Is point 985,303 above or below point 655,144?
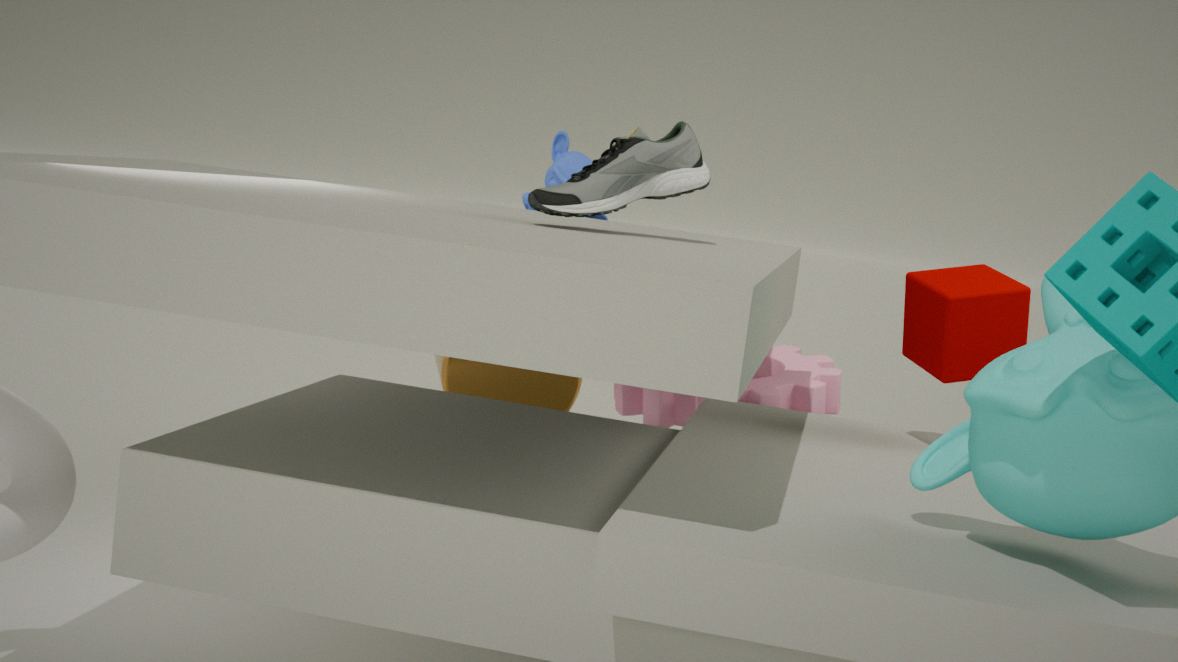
below
